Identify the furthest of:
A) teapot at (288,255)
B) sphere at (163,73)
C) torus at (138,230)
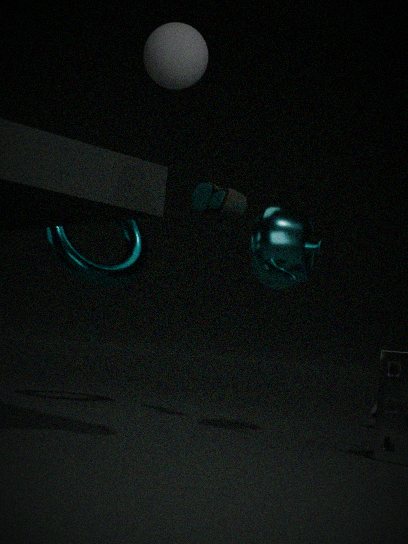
torus at (138,230)
